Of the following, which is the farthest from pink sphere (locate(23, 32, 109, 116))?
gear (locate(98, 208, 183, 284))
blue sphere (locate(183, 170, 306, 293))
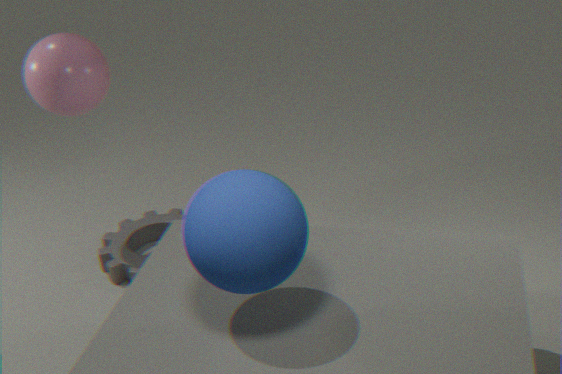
blue sphere (locate(183, 170, 306, 293))
